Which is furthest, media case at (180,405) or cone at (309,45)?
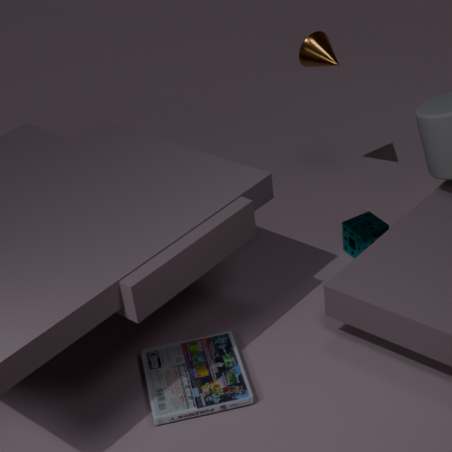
cone at (309,45)
